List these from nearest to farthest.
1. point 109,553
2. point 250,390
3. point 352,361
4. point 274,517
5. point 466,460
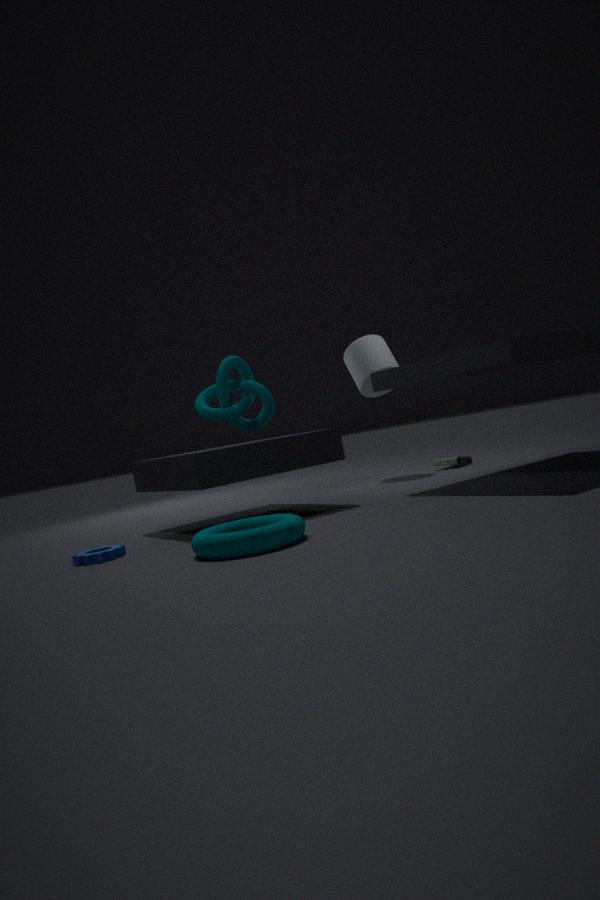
point 274,517 → point 109,553 → point 250,390 → point 466,460 → point 352,361
